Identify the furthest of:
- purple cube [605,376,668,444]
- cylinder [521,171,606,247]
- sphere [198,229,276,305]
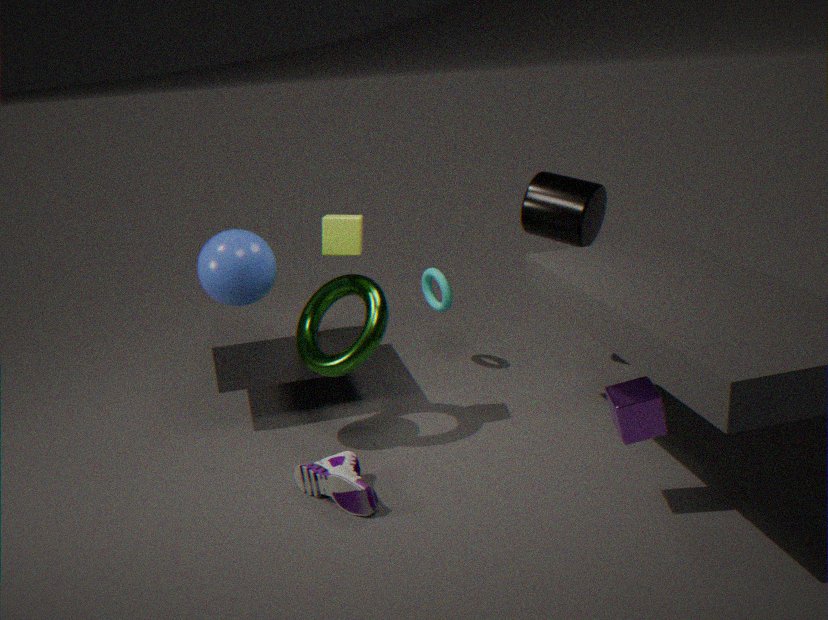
cylinder [521,171,606,247]
